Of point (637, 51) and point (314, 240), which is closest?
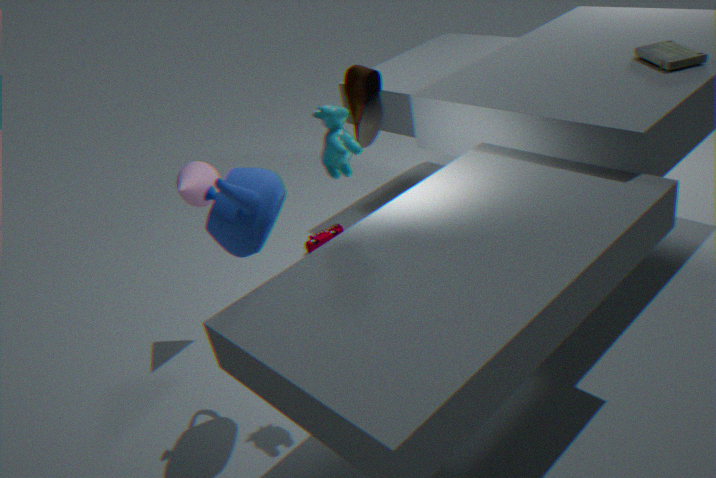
point (637, 51)
